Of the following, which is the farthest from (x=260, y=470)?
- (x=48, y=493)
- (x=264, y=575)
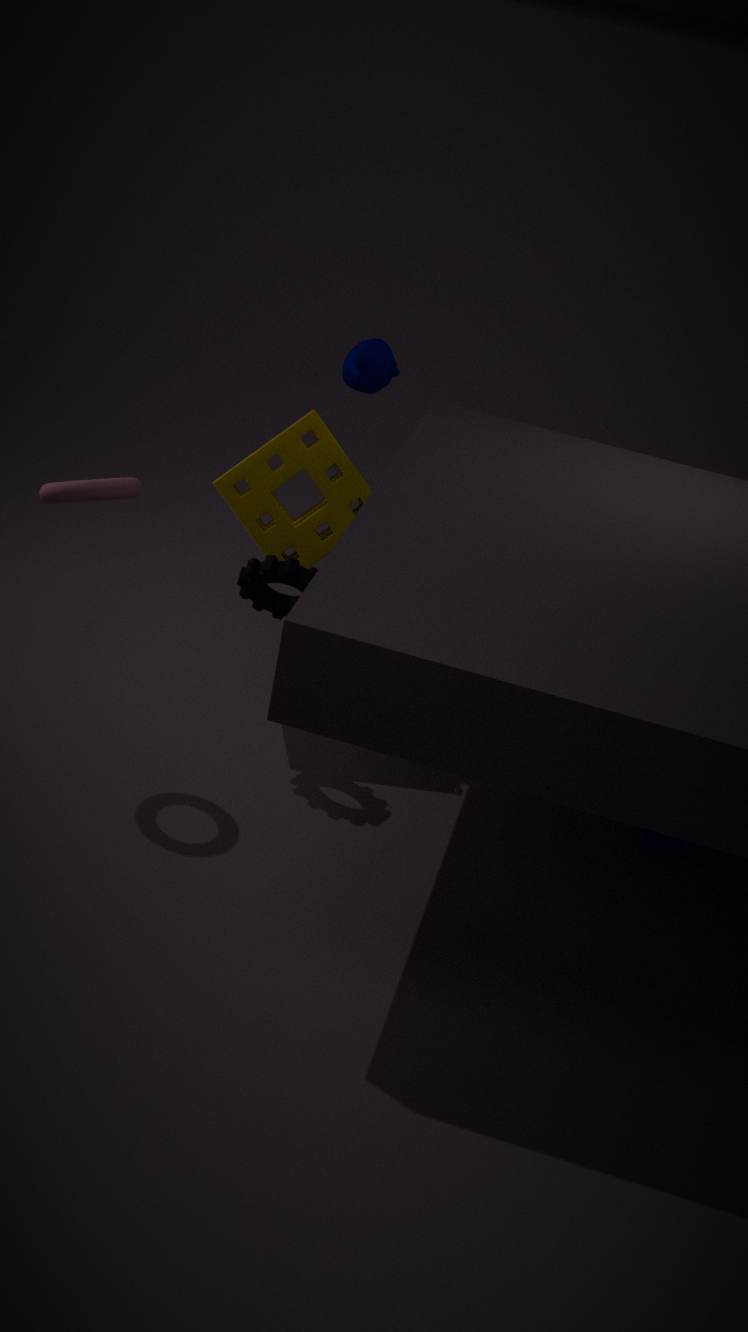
(x=48, y=493)
